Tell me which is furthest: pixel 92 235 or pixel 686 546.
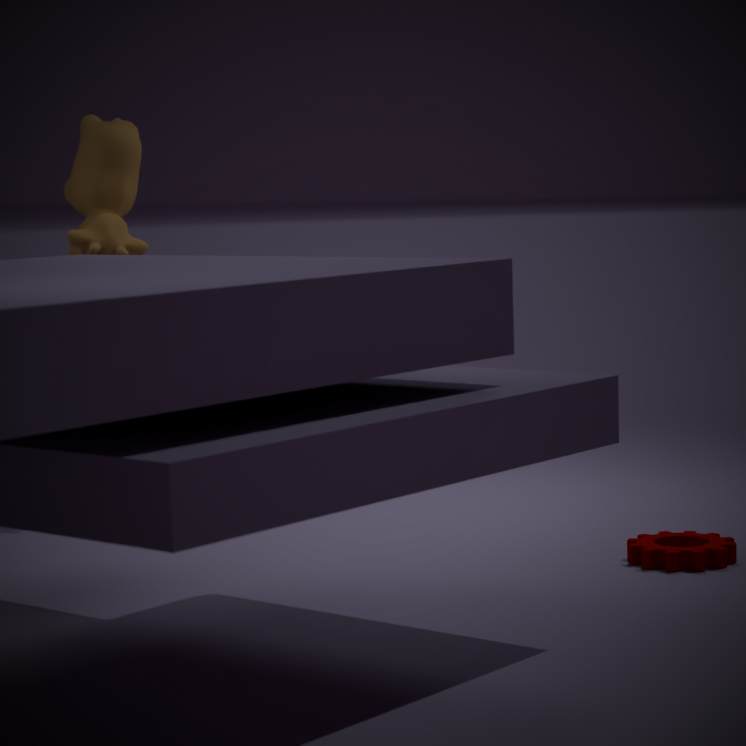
pixel 92 235
